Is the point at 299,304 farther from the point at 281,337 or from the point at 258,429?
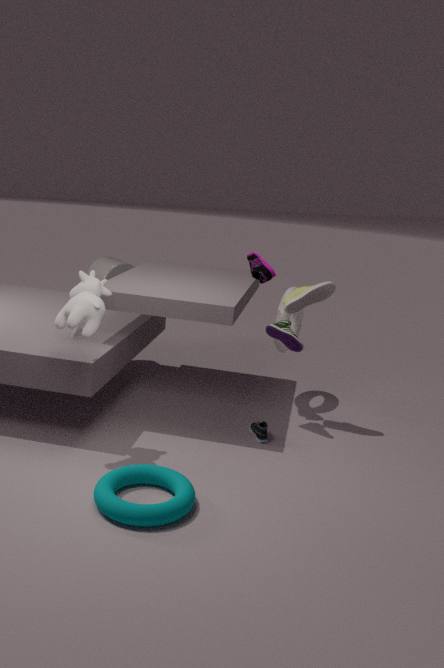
the point at 258,429
